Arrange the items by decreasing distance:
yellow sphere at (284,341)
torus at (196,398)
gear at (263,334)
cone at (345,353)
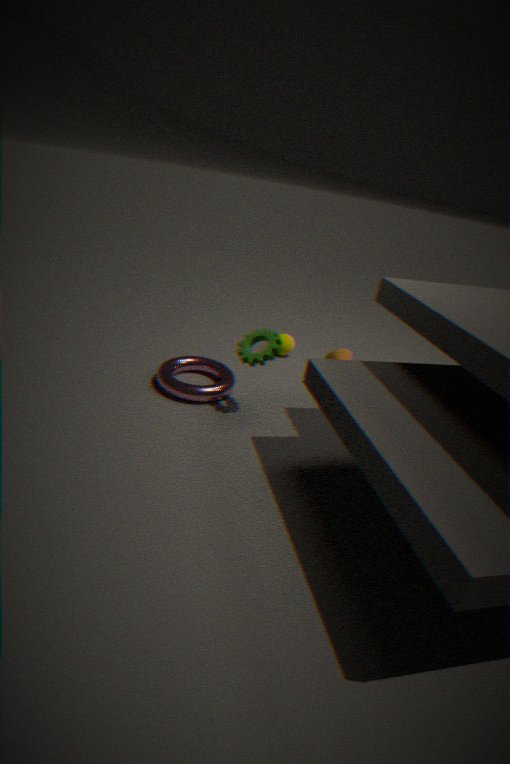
yellow sphere at (284,341), cone at (345,353), torus at (196,398), gear at (263,334)
